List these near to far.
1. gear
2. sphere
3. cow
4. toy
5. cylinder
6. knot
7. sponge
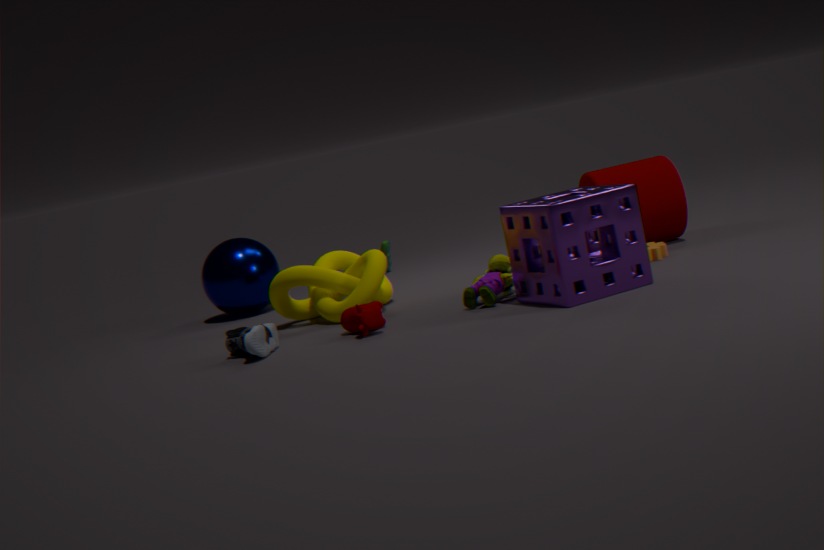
1. sponge
2. cow
3. toy
4. gear
5. knot
6. cylinder
7. sphere
